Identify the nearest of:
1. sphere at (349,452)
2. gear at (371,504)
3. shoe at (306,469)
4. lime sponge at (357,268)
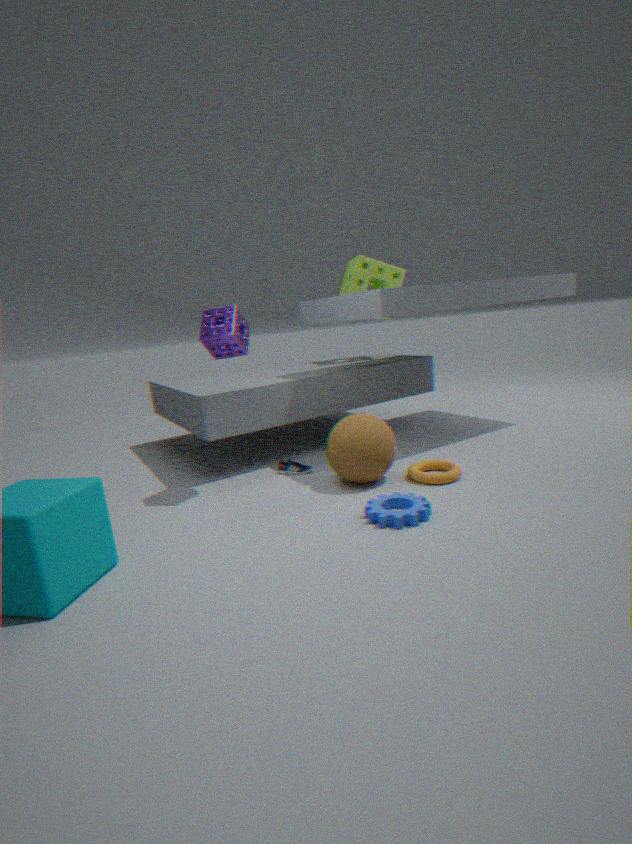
gear at (371,504)
